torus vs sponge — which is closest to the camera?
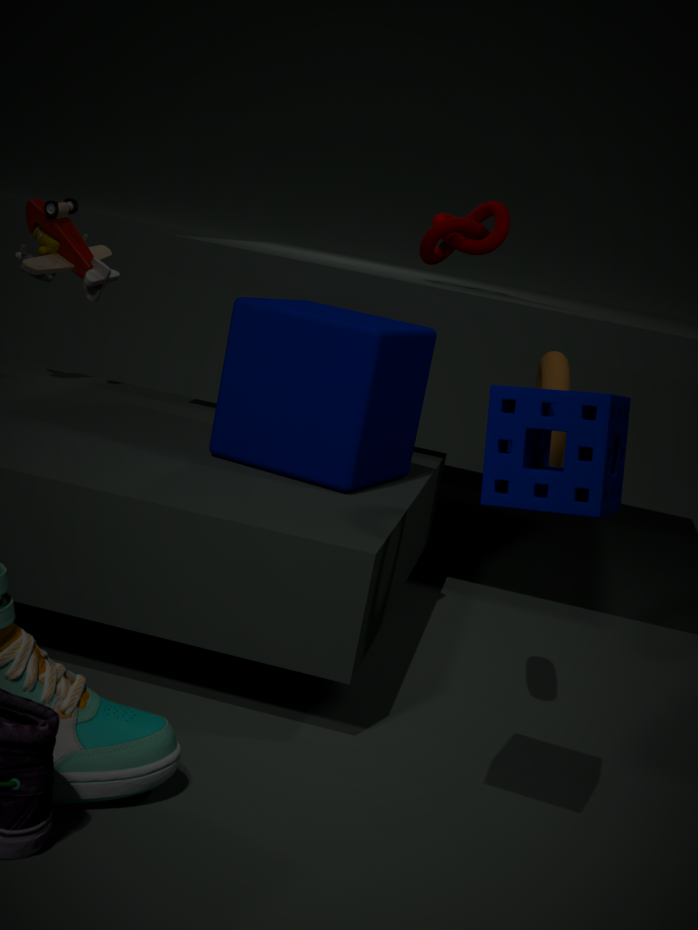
sponge
